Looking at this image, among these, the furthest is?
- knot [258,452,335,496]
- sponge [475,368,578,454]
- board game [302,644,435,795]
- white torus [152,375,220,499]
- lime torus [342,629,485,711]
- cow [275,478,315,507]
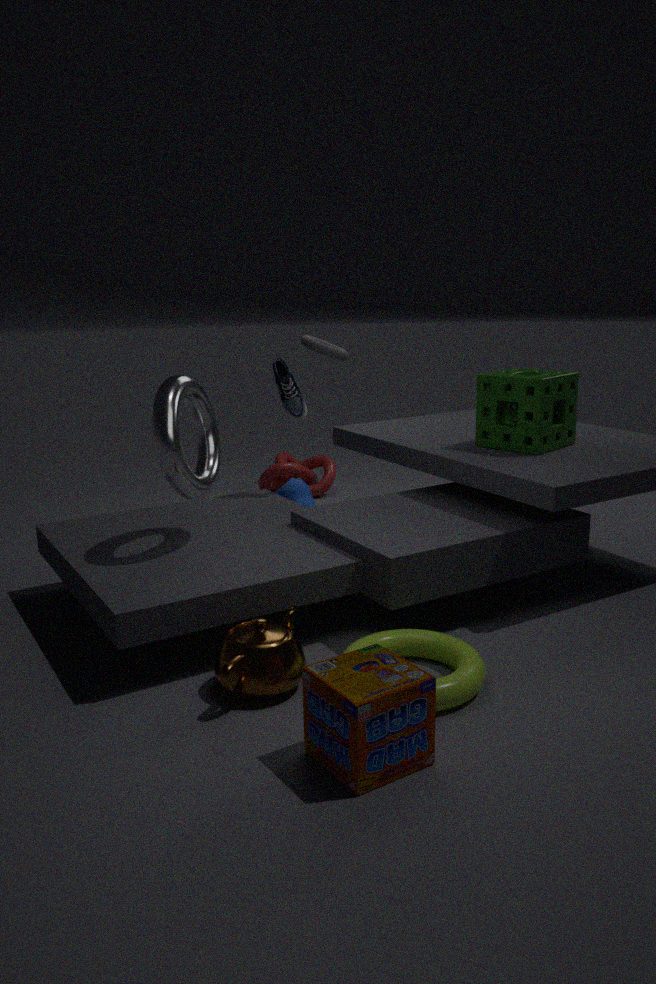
knot [258,452,335,496]
